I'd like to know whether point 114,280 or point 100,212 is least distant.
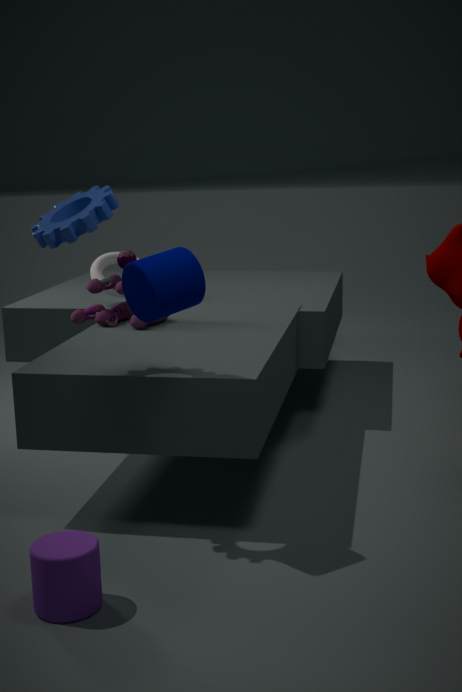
point 100,212
